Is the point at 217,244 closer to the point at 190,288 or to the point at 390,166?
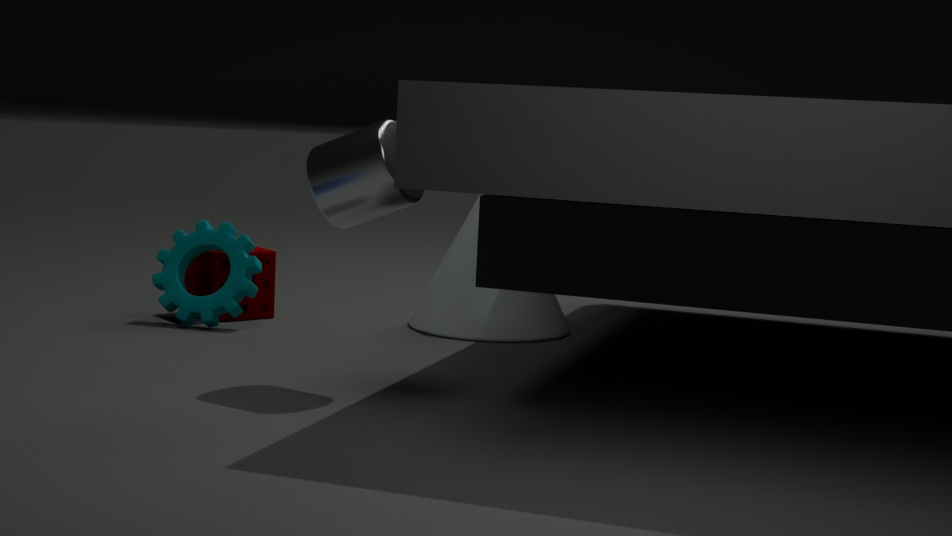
the point at 190,288
